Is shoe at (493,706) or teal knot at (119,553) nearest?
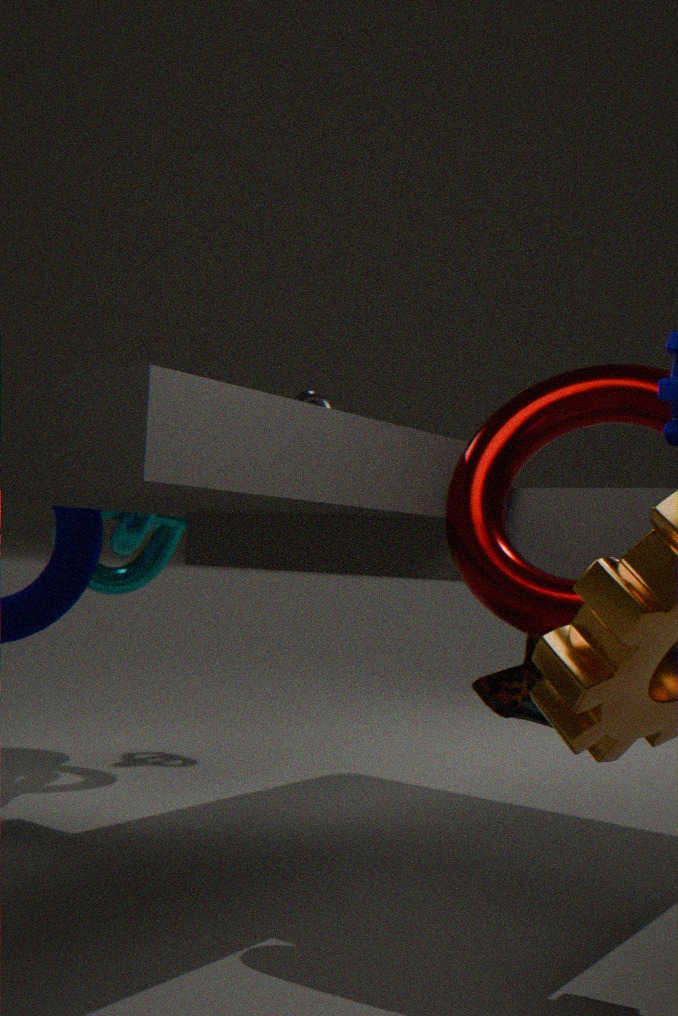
shoe at (493,706)
